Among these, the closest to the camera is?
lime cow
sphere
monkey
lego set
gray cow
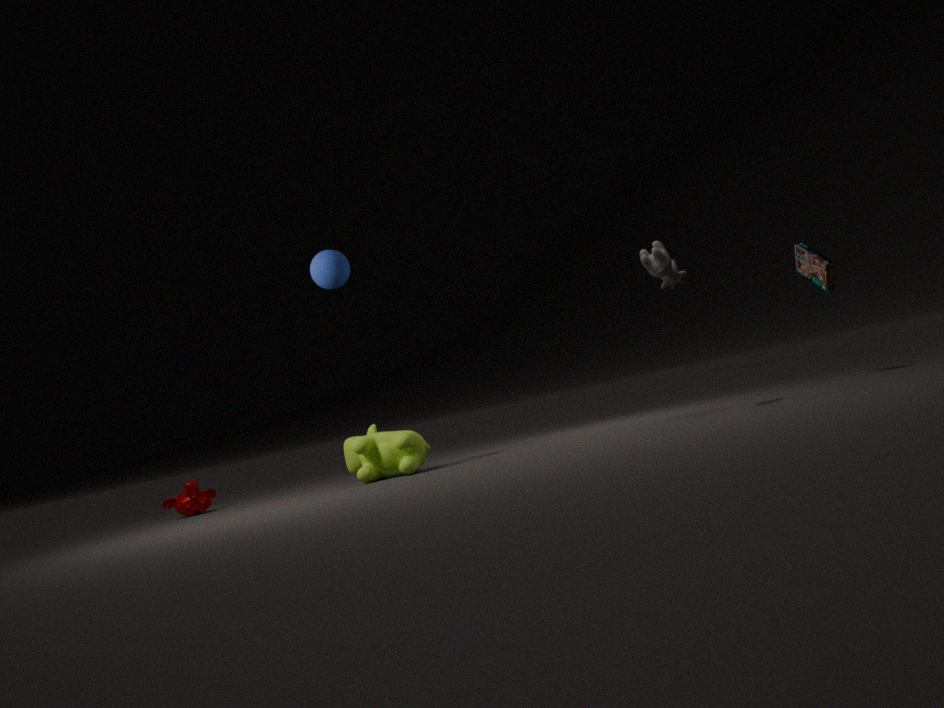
gray cow
